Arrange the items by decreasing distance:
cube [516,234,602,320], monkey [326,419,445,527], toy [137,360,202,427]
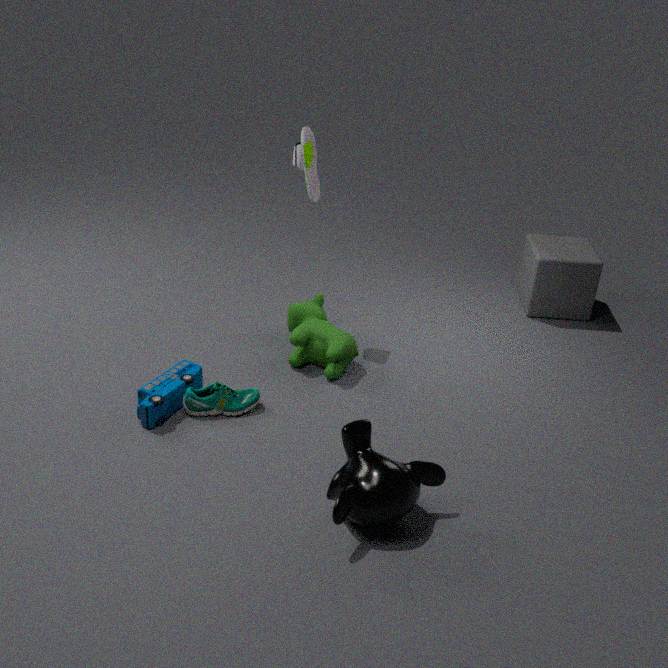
cube [516,234,602,320] < toy [137,360,202,427] < monkey [326,419,445,527]
